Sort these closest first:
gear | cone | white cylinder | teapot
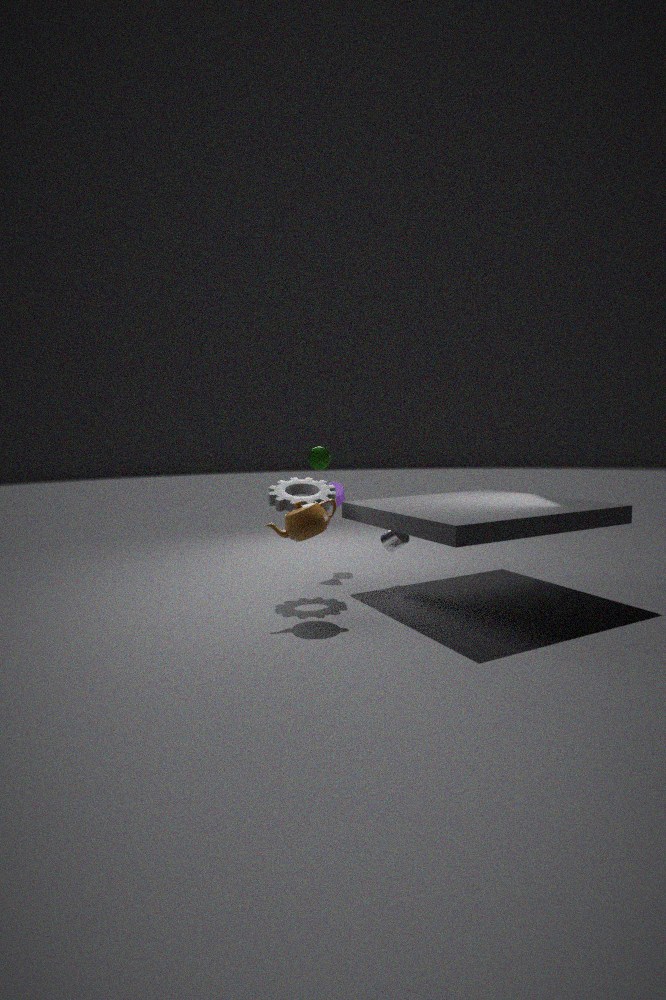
teapot → gear → white cylinder → cone
